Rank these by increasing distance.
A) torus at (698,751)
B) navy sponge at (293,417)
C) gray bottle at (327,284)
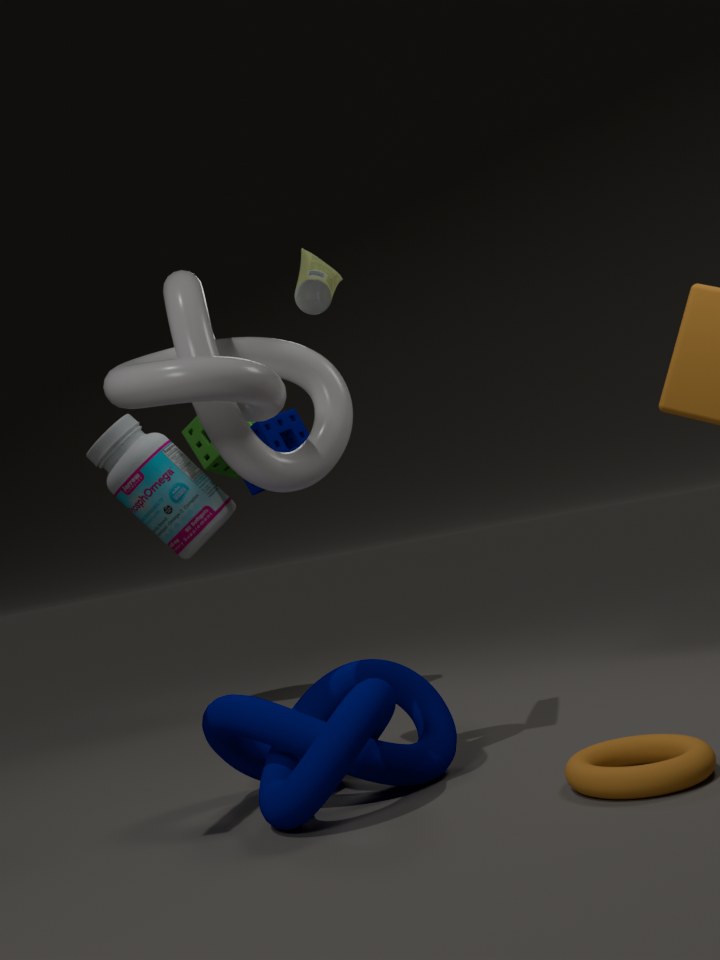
torus at (698,751)
gray bottle at (327,284)
navy sponge at (293,417)
